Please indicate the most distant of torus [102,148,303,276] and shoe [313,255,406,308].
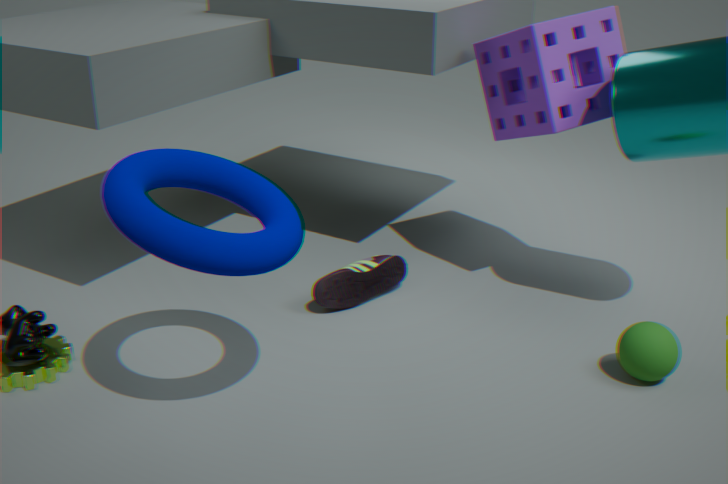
shoe [313,255,406,308]
